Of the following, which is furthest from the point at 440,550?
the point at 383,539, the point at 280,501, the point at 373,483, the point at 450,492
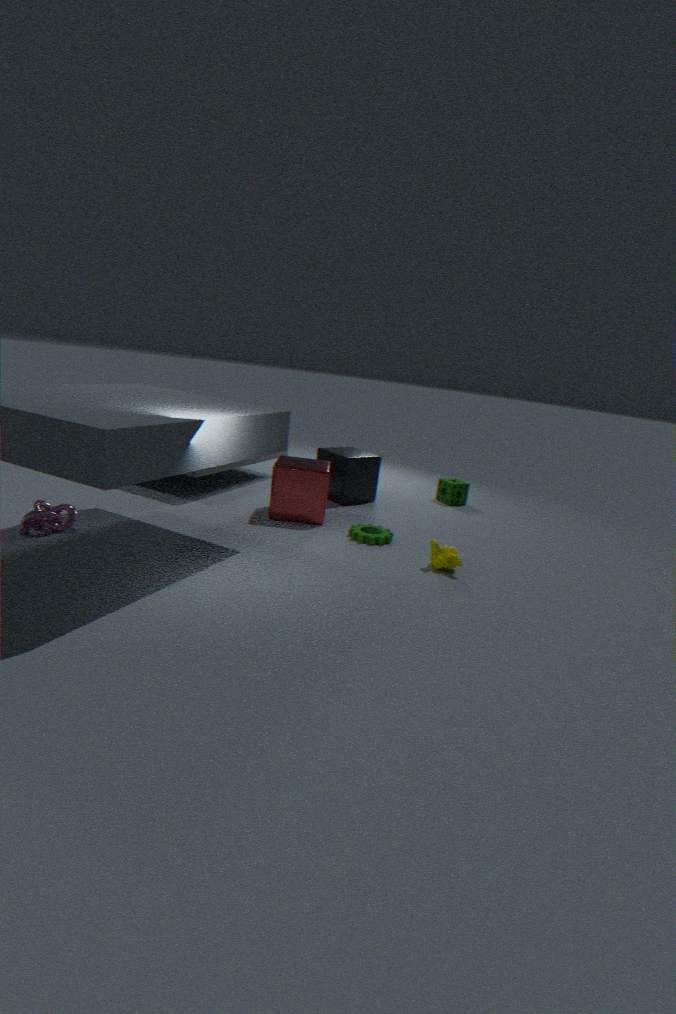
the point at 450,492
